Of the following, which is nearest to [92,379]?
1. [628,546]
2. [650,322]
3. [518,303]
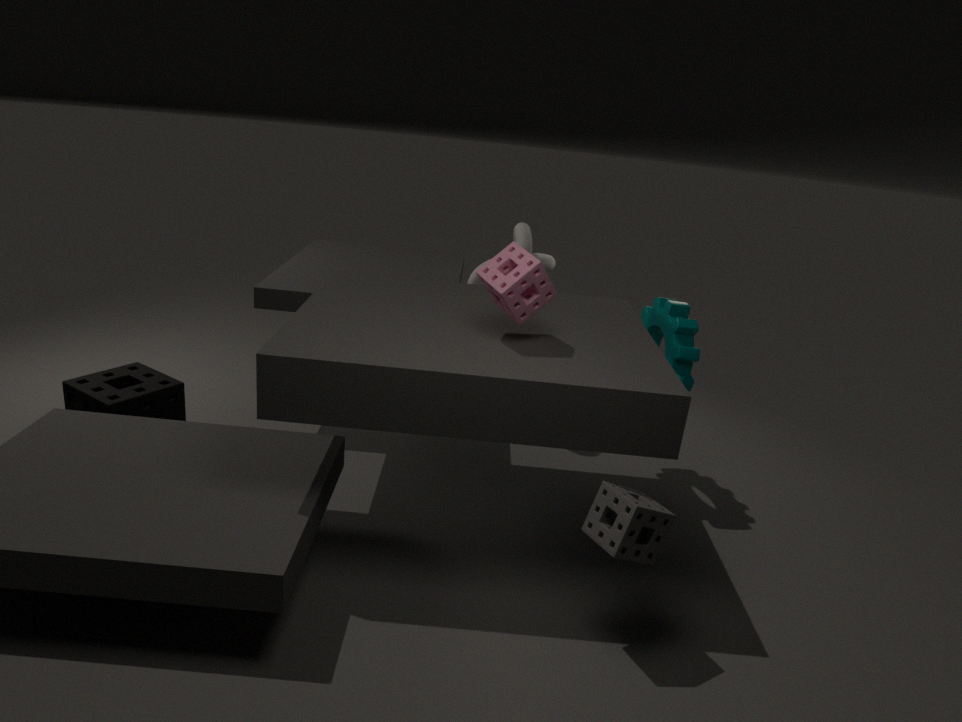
[518,303]
